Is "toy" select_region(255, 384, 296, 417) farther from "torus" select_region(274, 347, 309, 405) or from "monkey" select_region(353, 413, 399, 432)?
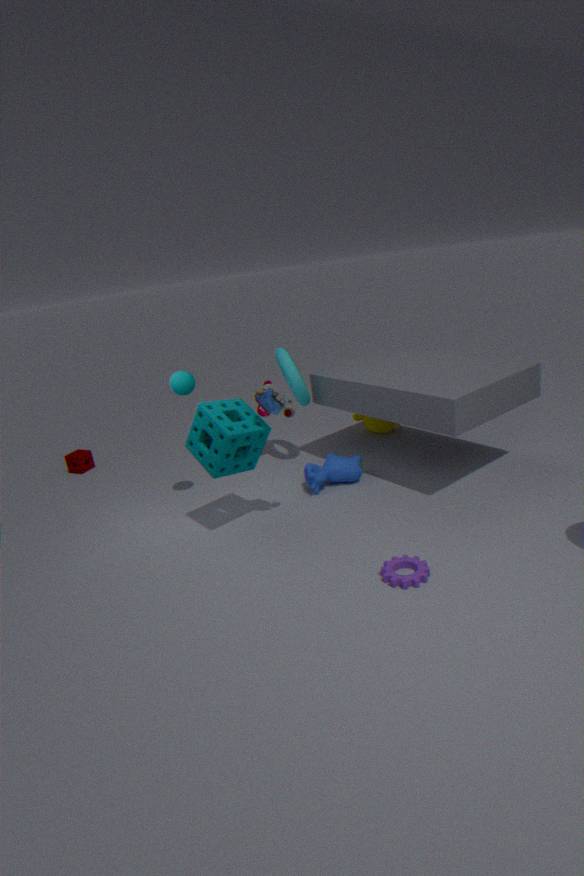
"monkey" select_region(353, 413, 399, 432)
